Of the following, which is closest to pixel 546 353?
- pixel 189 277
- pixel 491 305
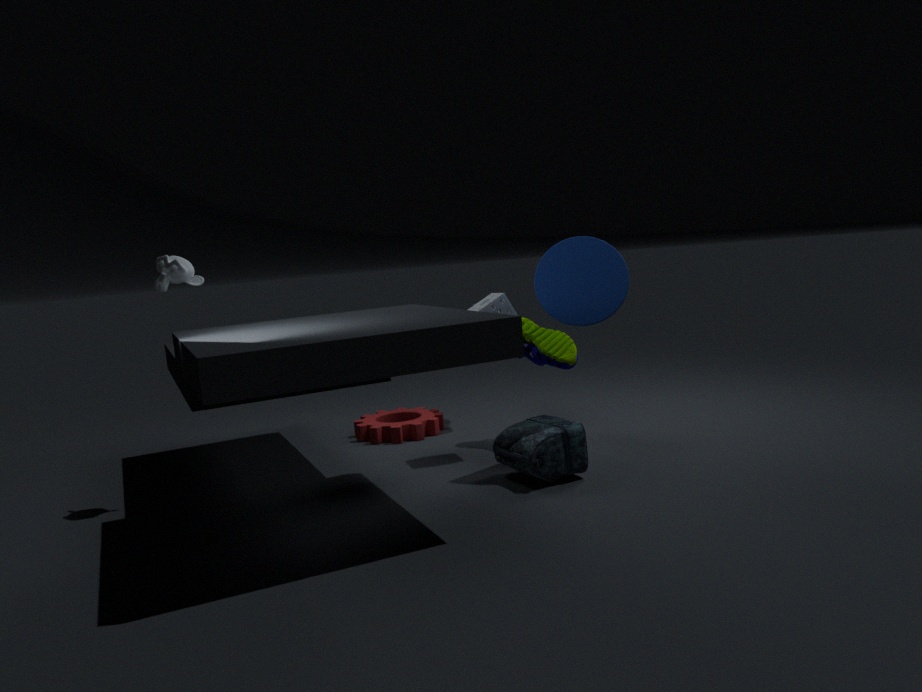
pixel 491 305
